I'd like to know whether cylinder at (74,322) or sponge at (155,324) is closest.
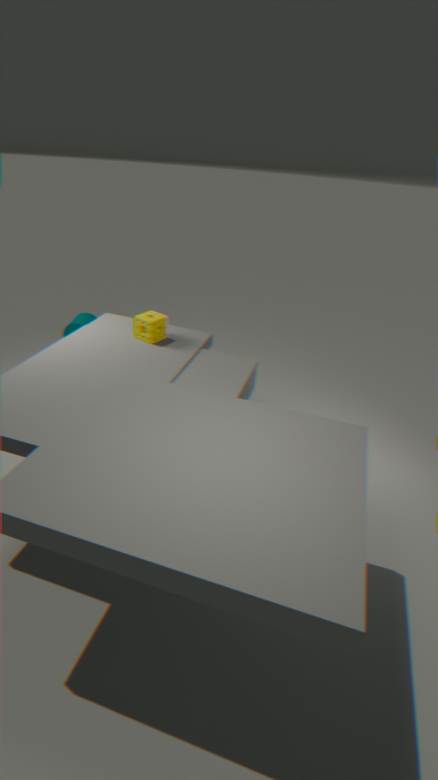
sponge at (155,324)
